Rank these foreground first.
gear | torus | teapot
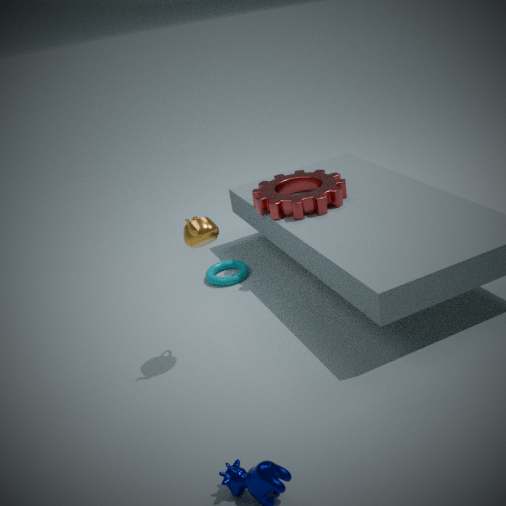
teapot
gear
torus
